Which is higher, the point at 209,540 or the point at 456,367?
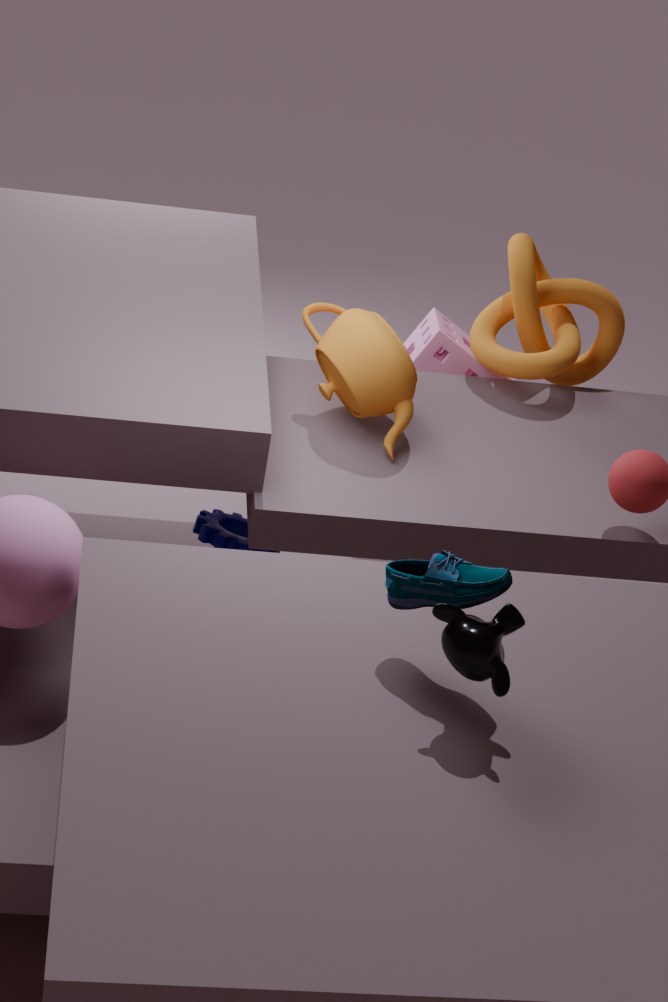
the point at 456,367
